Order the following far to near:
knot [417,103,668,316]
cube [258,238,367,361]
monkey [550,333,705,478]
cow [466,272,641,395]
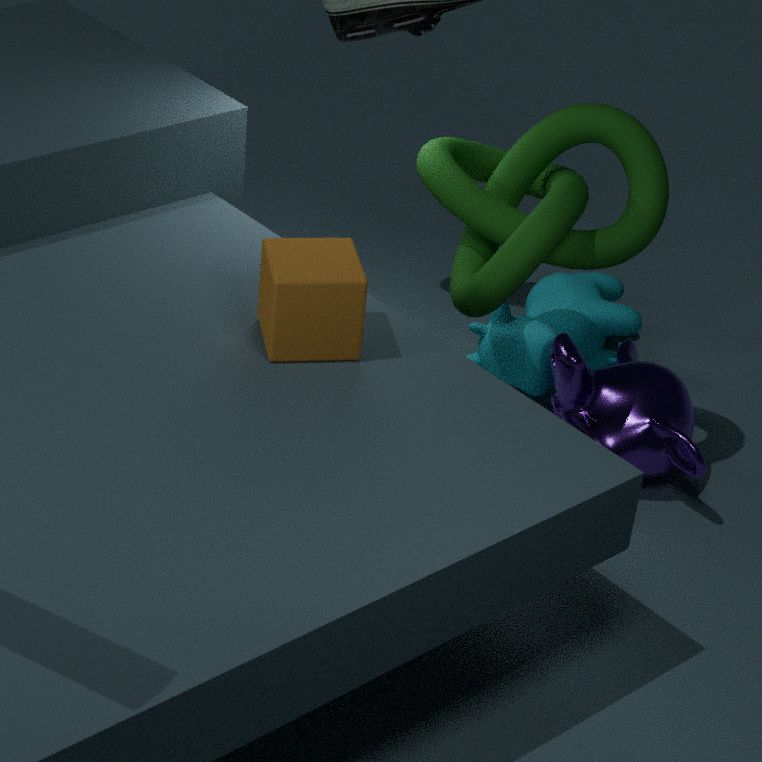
cow [466,272,641,395] < monkey [550,333,705,478] < knot [417,103,668,316] < cube [258,238,367,361]
